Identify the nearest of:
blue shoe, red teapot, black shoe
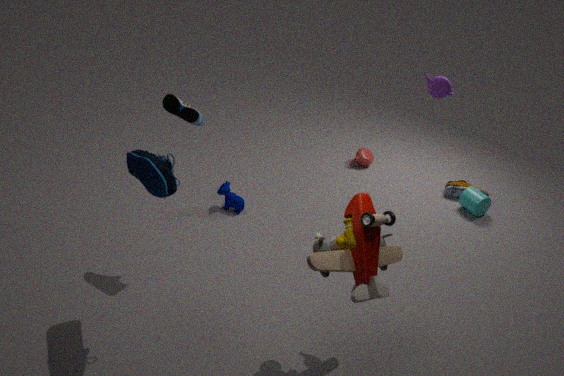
blue shoe
